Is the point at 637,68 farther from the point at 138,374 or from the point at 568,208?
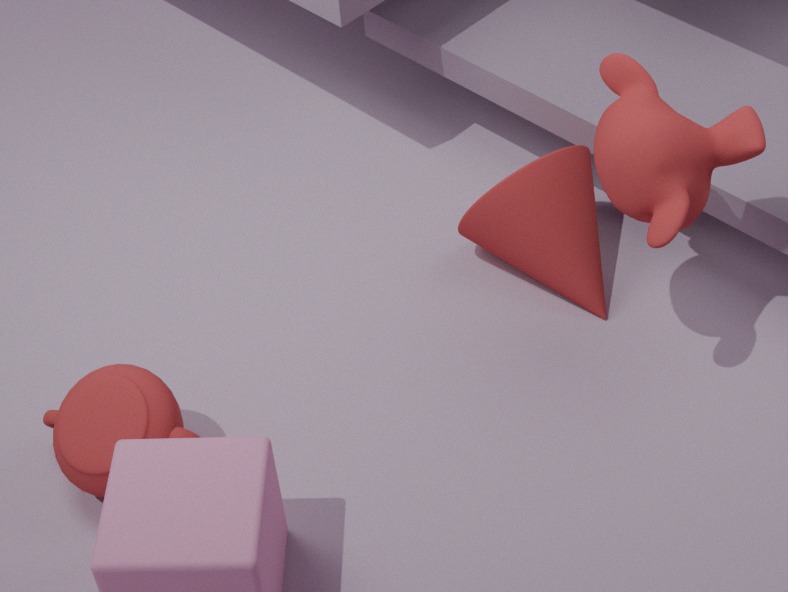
the point at 138,374
